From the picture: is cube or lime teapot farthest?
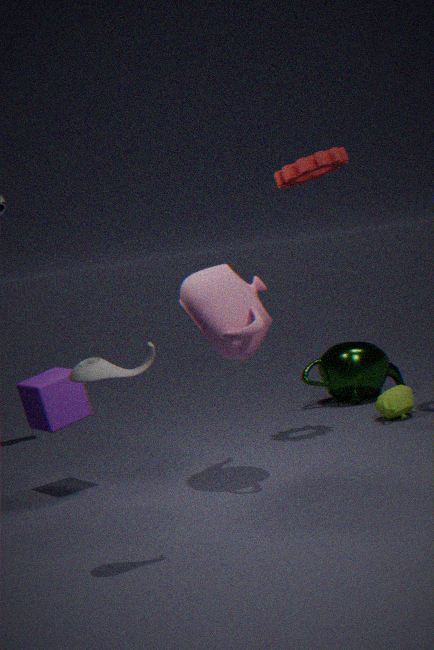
lime teapot
